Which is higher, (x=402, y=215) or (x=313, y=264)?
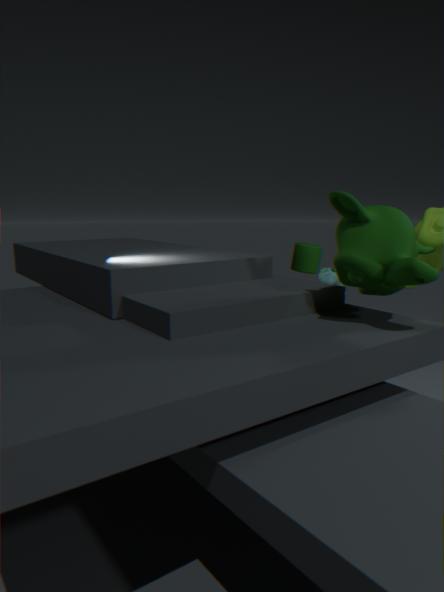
(x=402, y=215)
